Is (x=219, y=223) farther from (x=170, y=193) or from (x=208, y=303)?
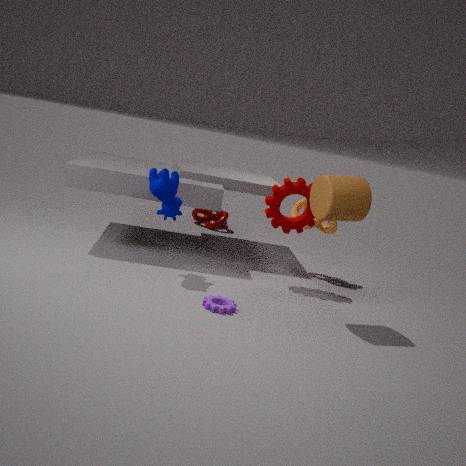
(x=208, y=303)
